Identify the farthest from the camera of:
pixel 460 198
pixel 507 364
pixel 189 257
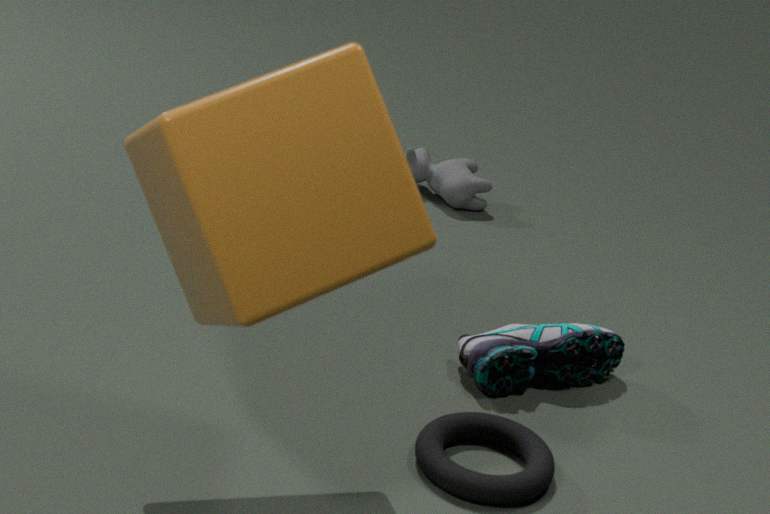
pixel 460 198
